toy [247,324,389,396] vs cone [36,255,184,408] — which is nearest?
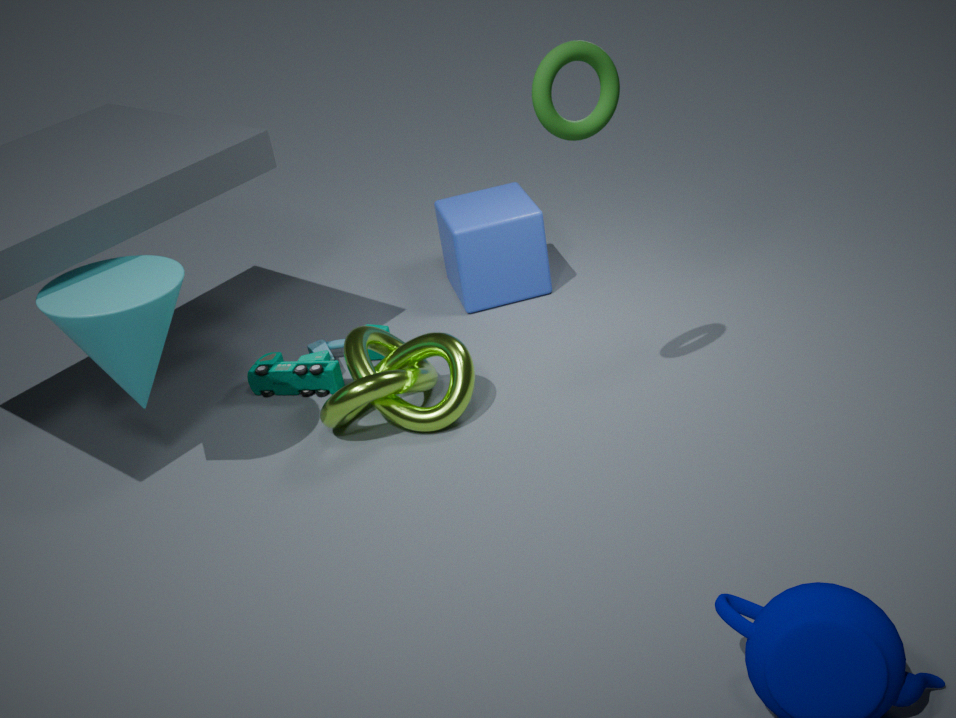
cone [36,255,184,408]
